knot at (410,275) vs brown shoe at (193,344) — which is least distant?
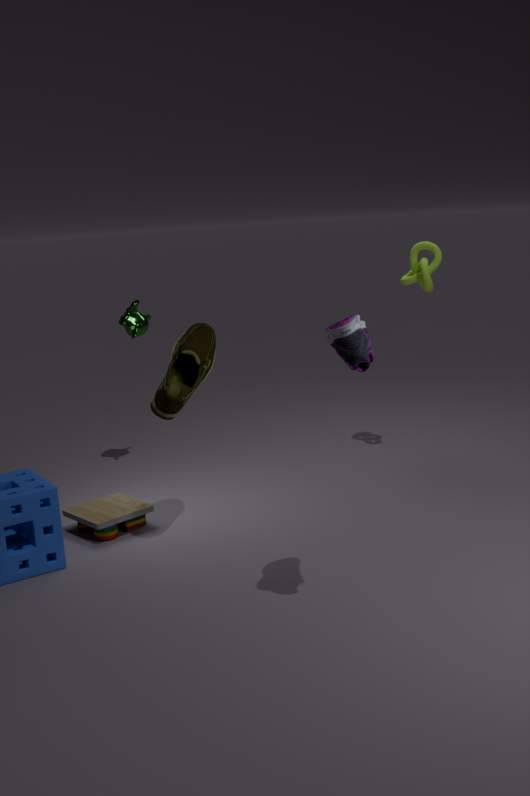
brown shoe at (193,344)
